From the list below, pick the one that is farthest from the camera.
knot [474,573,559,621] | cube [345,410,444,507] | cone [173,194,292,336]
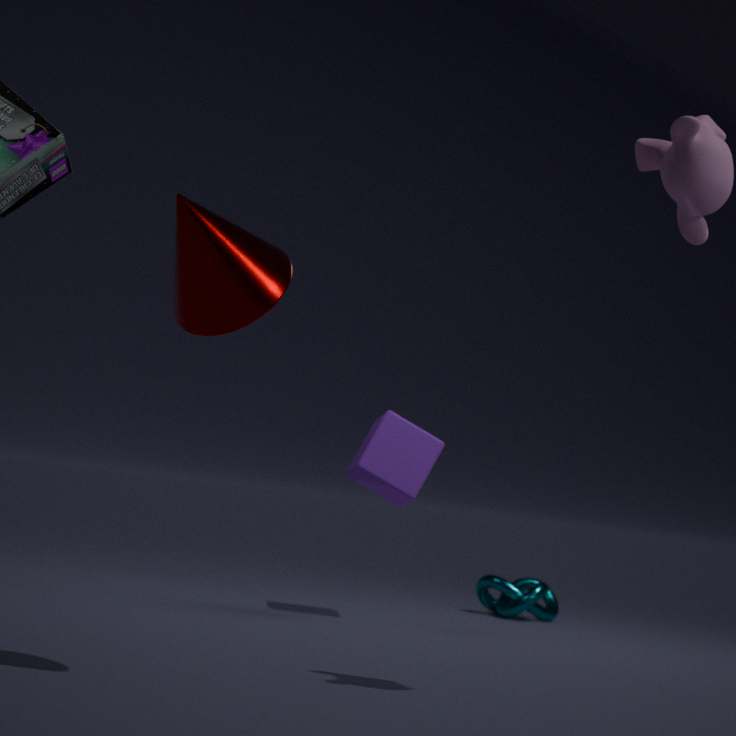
knot [474,573,559,621]
